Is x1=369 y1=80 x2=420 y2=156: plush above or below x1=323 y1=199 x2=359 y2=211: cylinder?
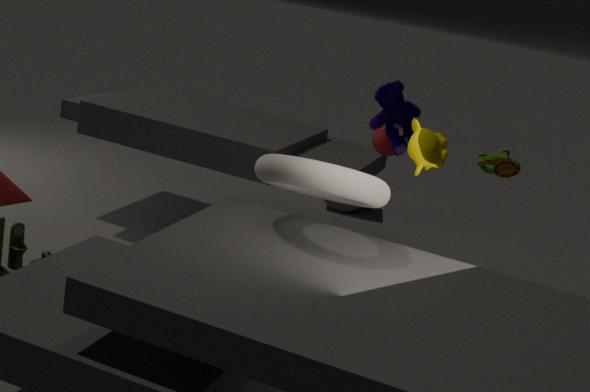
above
